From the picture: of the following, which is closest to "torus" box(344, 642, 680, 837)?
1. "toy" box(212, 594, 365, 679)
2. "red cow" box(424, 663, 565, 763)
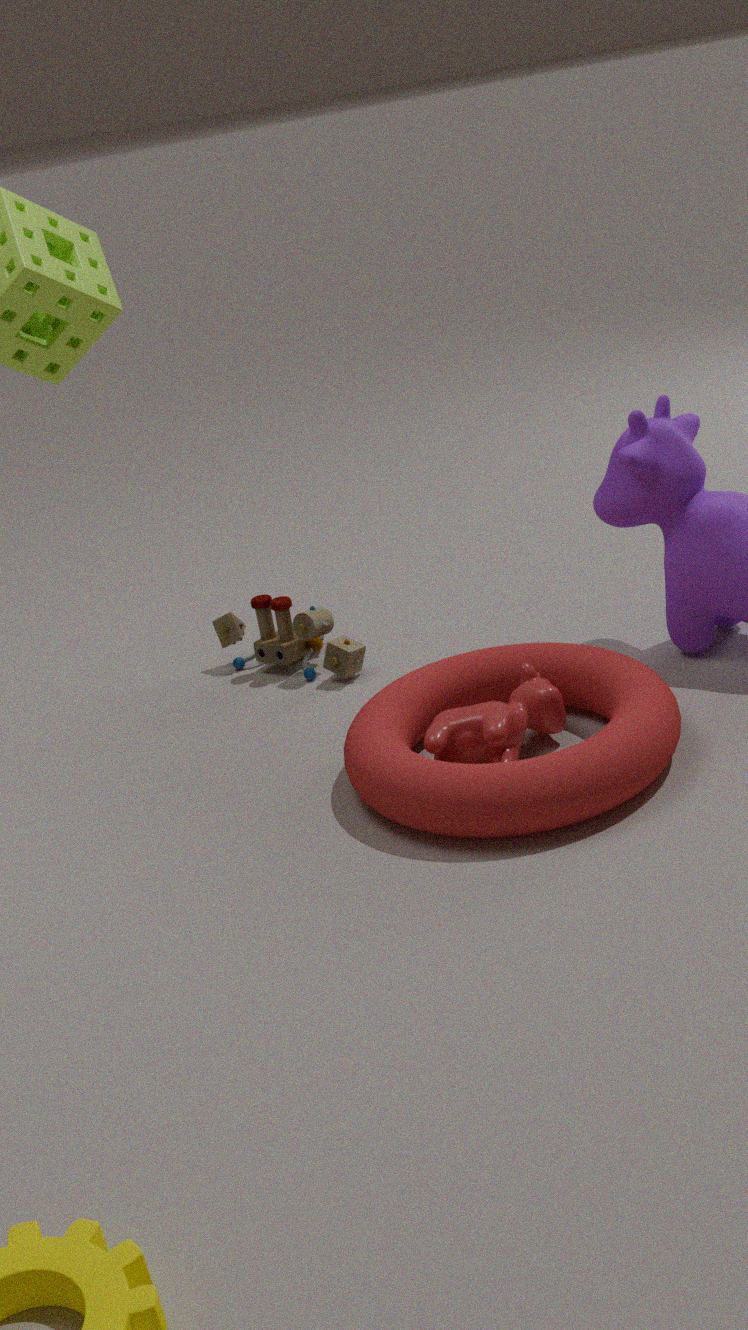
"red cow" box(424, 663, 565, 763)
